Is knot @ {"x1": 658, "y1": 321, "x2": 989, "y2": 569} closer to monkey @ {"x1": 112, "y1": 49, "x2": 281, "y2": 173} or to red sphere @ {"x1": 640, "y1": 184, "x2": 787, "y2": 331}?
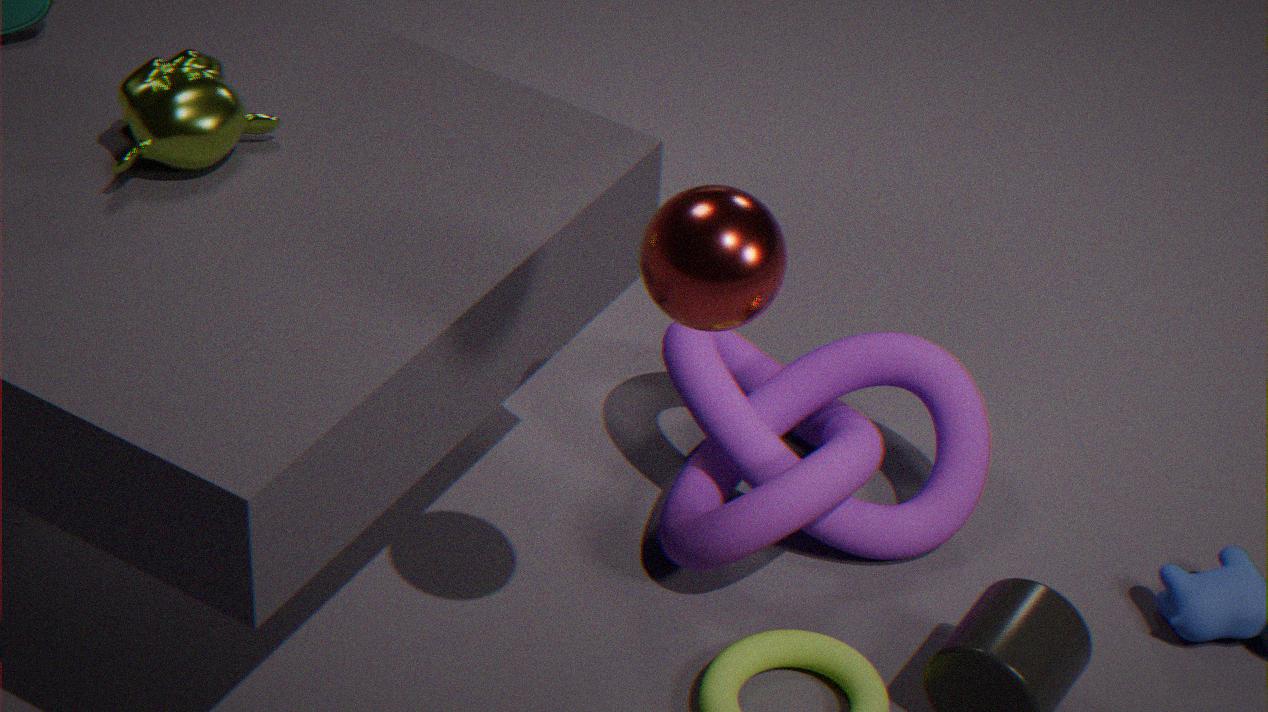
red sphere @ {"x1": 640, "y1": 184, "x2": 787, "y2": 331}
